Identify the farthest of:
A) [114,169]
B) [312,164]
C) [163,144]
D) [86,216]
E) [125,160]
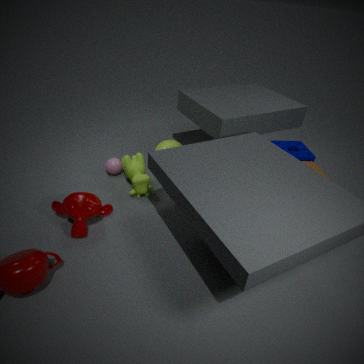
[163,144]
